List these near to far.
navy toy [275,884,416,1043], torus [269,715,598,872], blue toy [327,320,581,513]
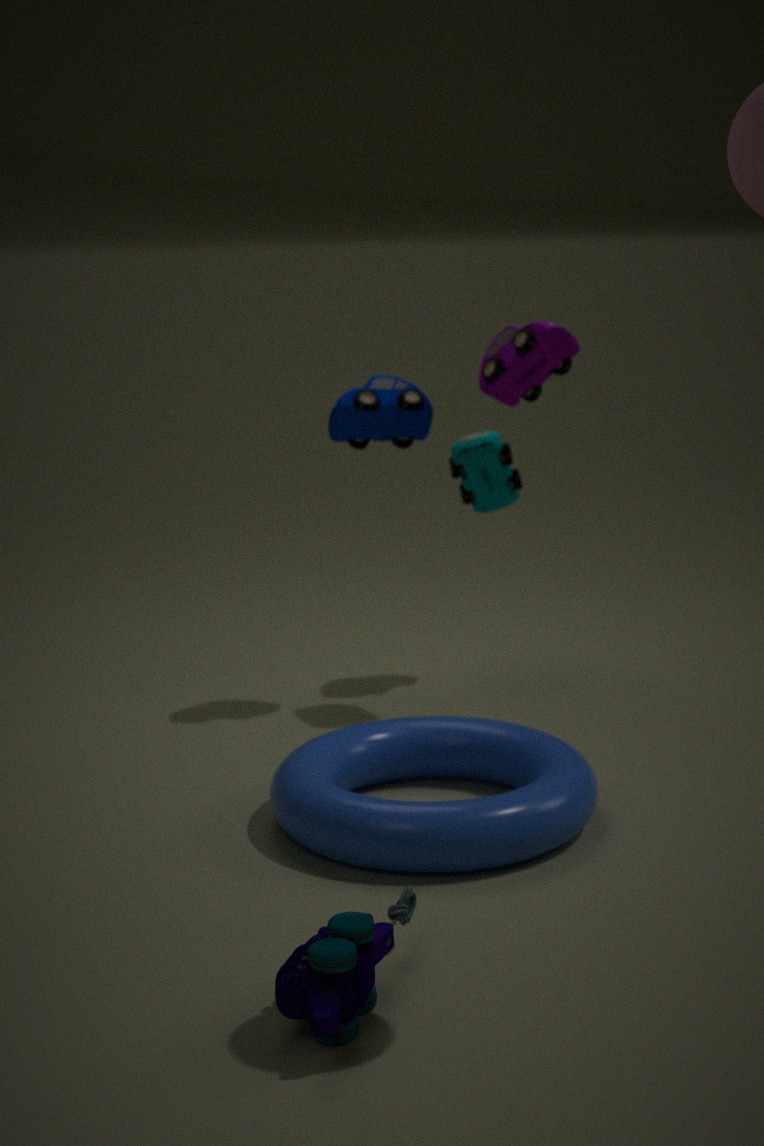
1. navy toy [275,884,416,1043]
2. torus [269,715,598,872]
3. blue toy [327,320,581,513]
